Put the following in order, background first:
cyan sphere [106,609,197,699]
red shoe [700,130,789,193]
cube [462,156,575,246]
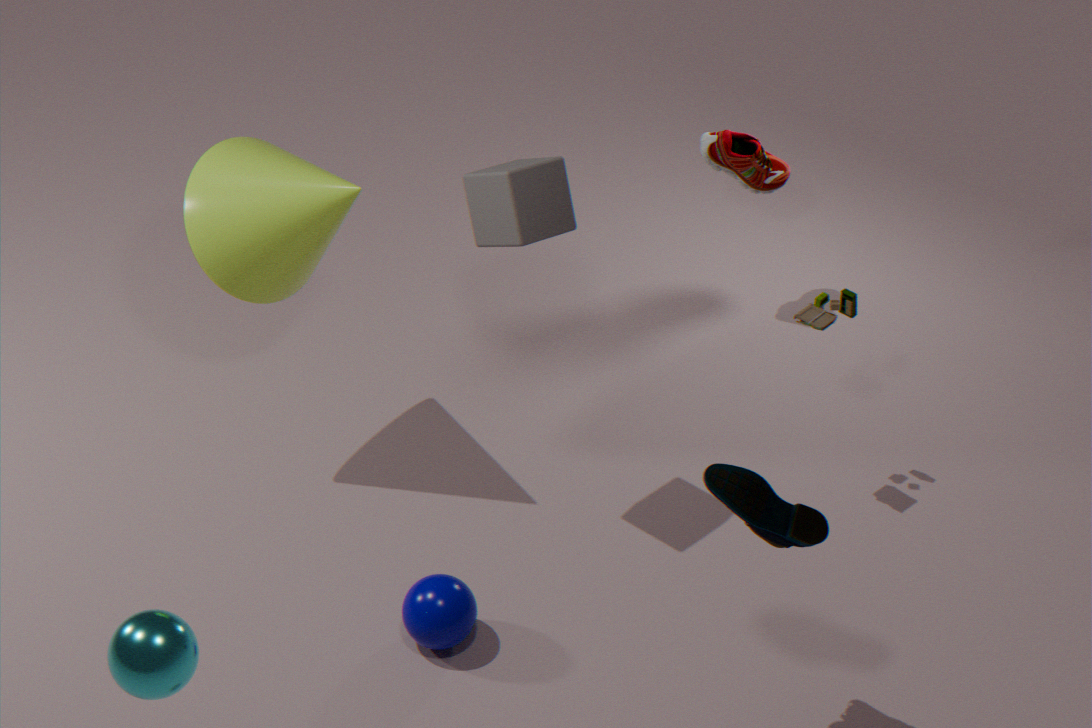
red shoe [700,130,789,193]
cube [462,156,575,246]
cyan sphere [106,609,197,699]
